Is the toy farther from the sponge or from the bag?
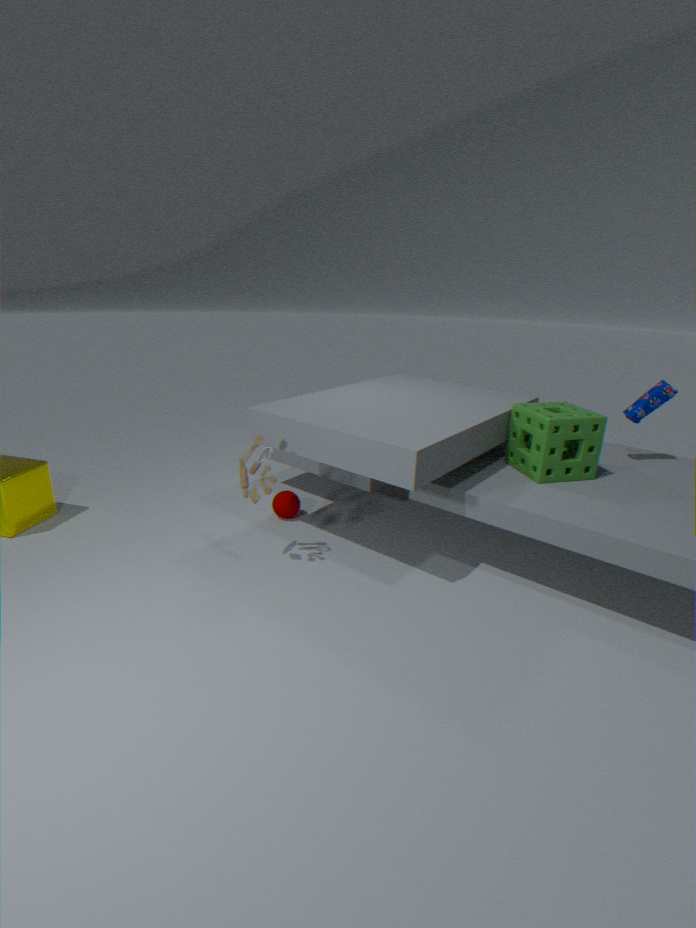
the bag
